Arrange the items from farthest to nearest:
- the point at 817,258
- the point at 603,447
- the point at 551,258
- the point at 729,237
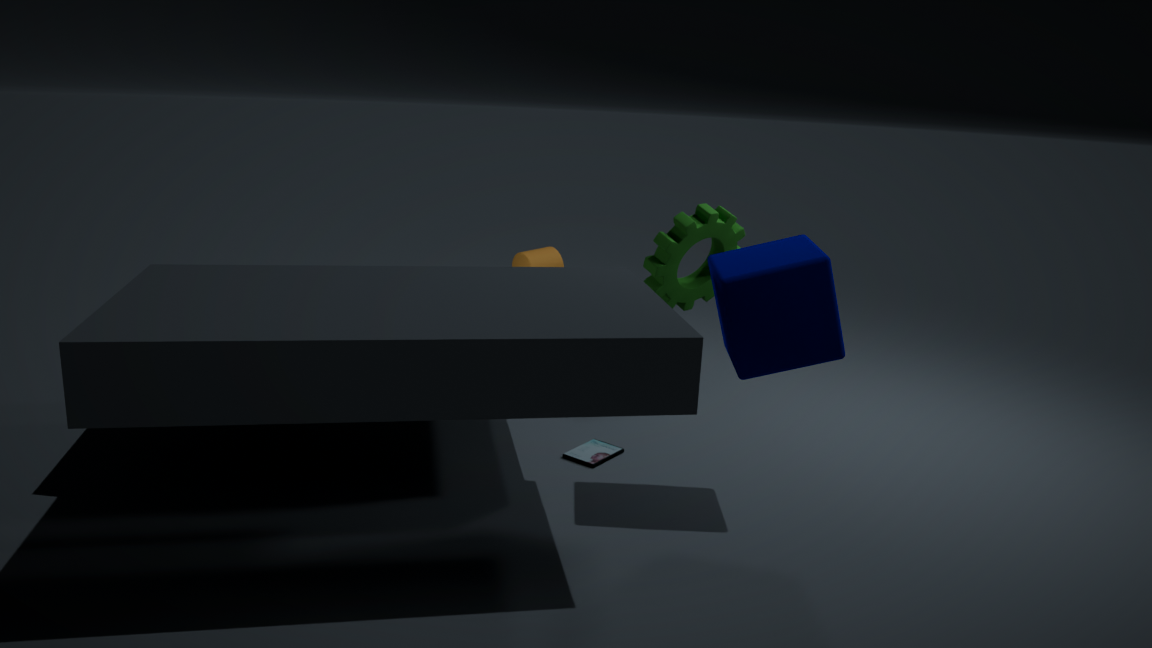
the point at 729,237 < the point at 551,258 < the point at 603,447 < the point at 817,258
